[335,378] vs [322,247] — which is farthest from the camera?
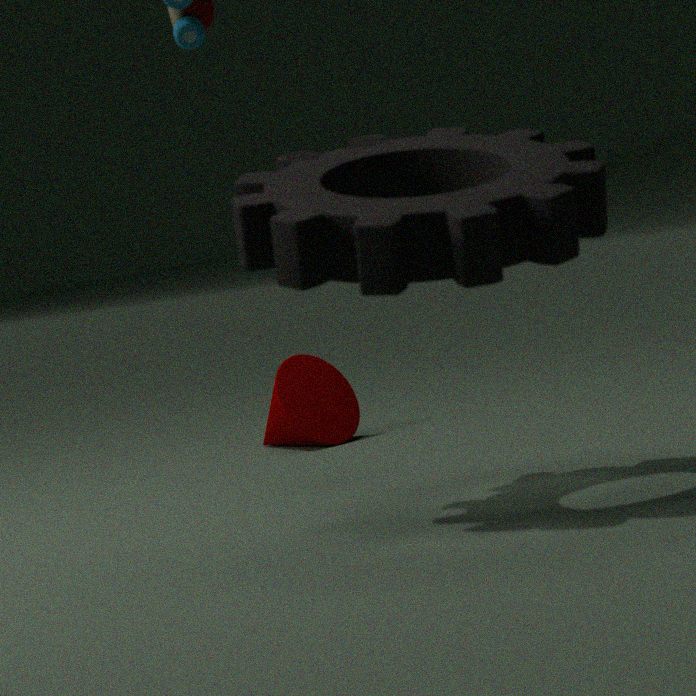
[335,378]
